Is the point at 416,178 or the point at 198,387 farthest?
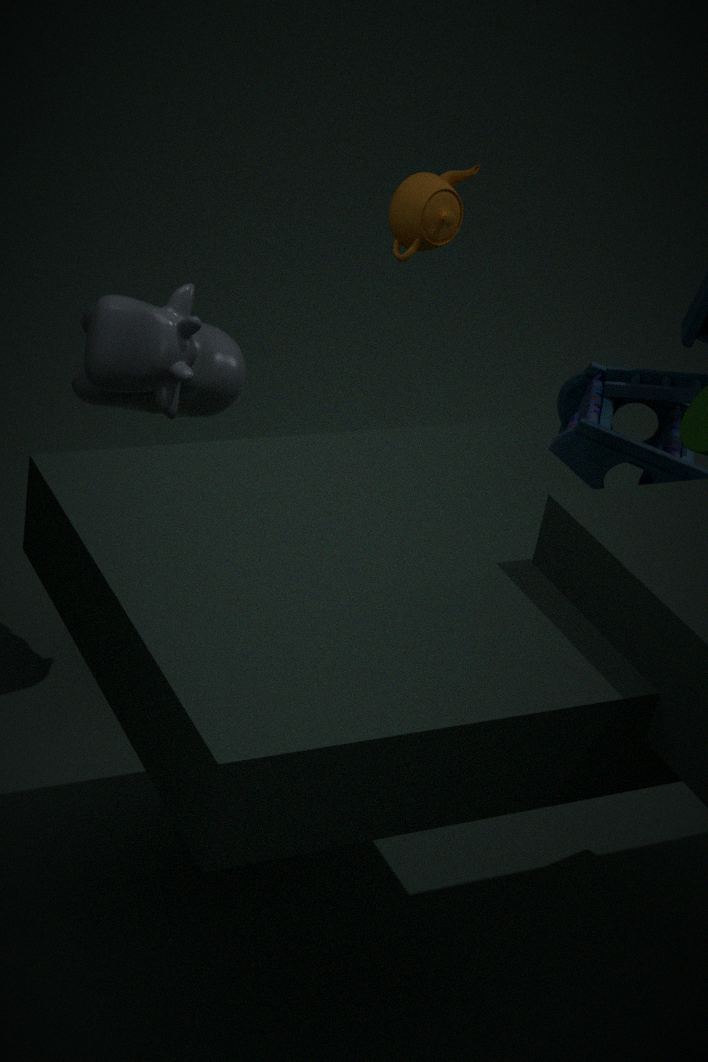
the point at 416,178
